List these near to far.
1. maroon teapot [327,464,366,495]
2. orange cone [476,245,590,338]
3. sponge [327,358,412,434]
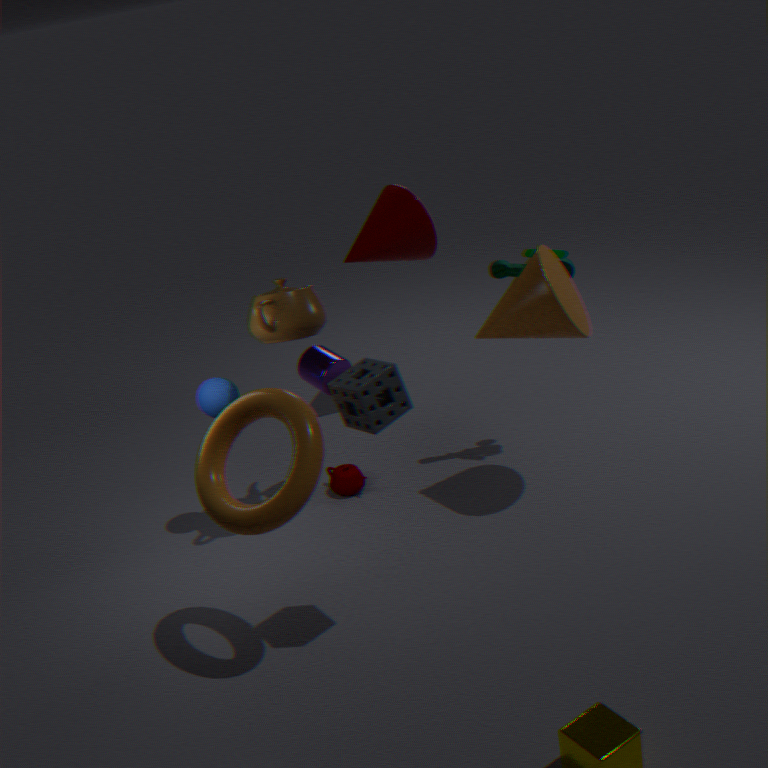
sponge [327,358,412,434], orange cone [476,245,590,338], maroon teapot [327,464,366,495]
